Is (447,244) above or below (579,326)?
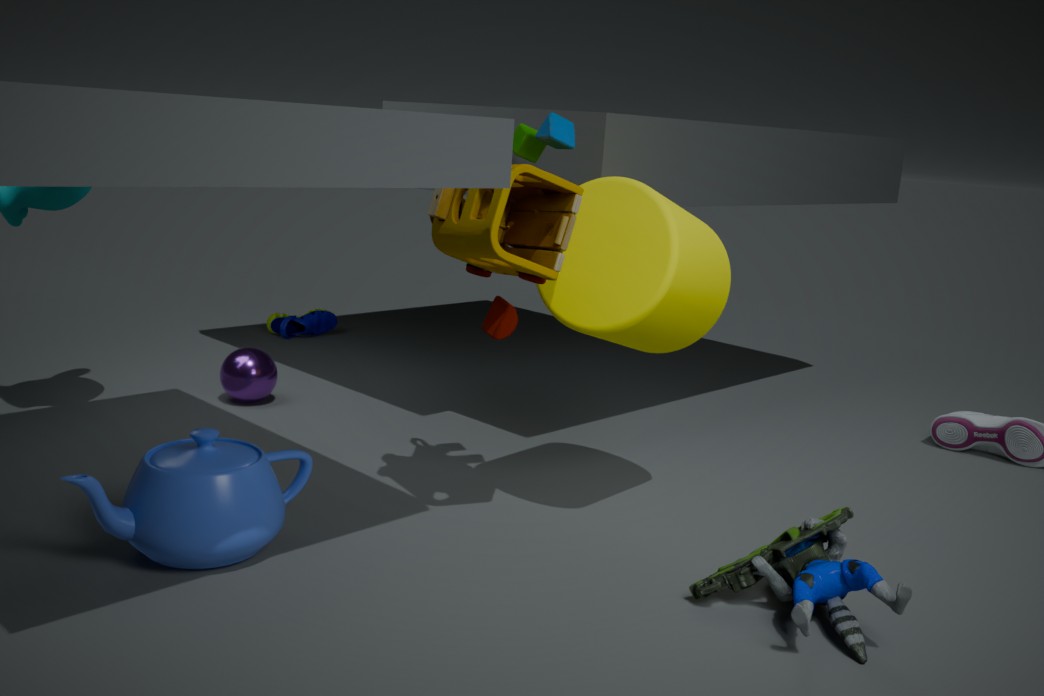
above
